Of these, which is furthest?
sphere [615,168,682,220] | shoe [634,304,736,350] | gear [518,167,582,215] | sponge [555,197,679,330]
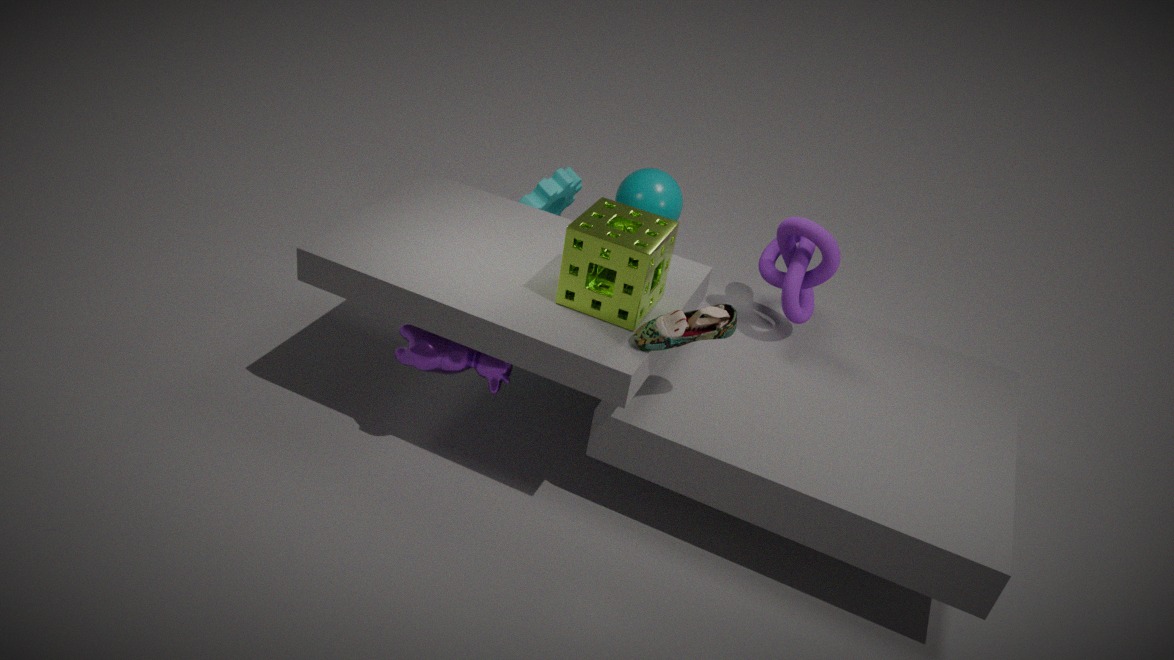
gear [518,167,582,215]
